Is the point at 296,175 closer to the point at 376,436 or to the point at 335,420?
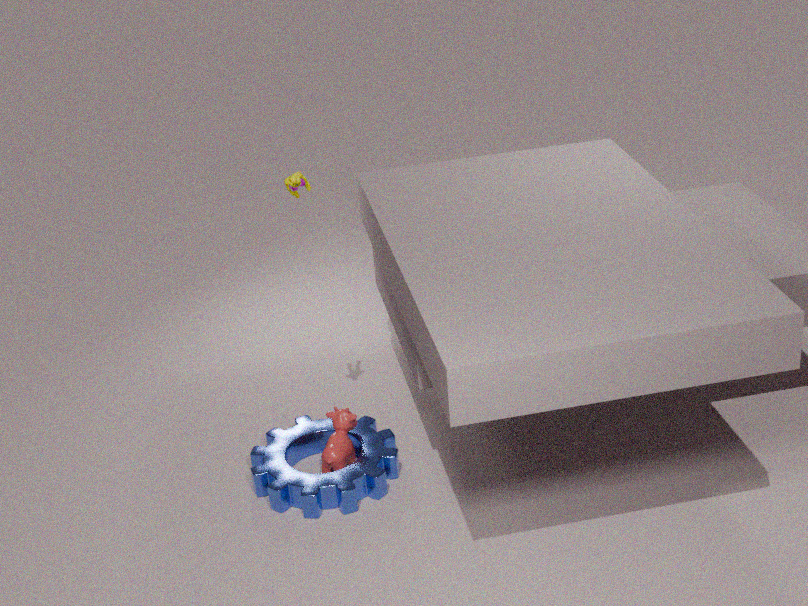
the point at 335,420
